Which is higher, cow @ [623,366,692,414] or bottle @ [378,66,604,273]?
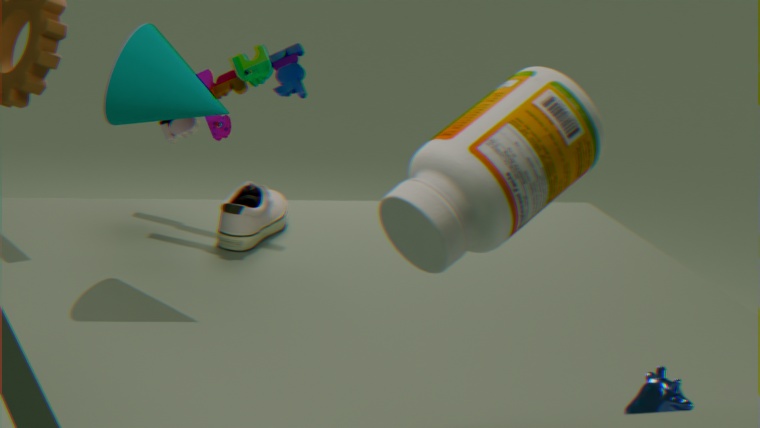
bottle @ [378,66,604,273]
